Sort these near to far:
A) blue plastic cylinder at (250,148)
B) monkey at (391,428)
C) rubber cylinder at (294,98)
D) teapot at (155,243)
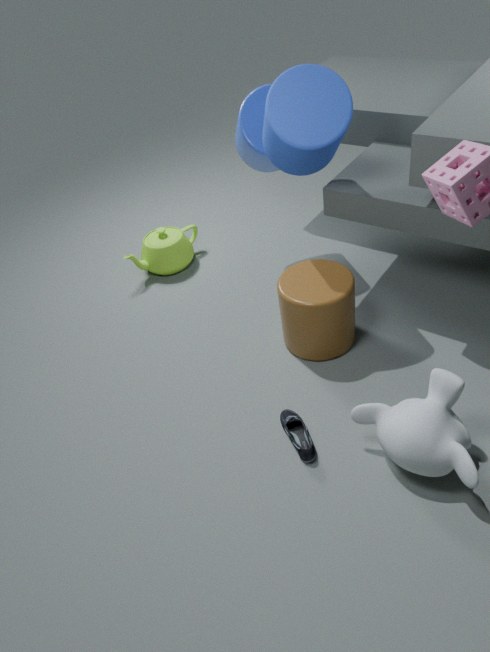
monkey at (391,428), rubber cylinder at (294,98), blue plastic cylinder at (250,148), teapot at (155,243)
